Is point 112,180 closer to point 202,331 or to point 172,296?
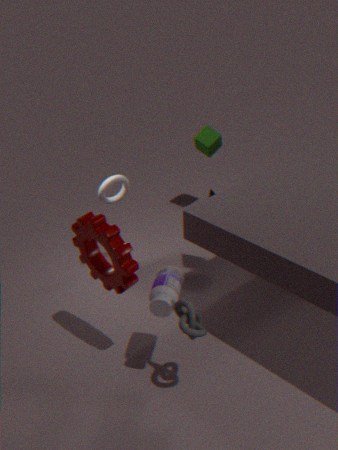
point 172,296
